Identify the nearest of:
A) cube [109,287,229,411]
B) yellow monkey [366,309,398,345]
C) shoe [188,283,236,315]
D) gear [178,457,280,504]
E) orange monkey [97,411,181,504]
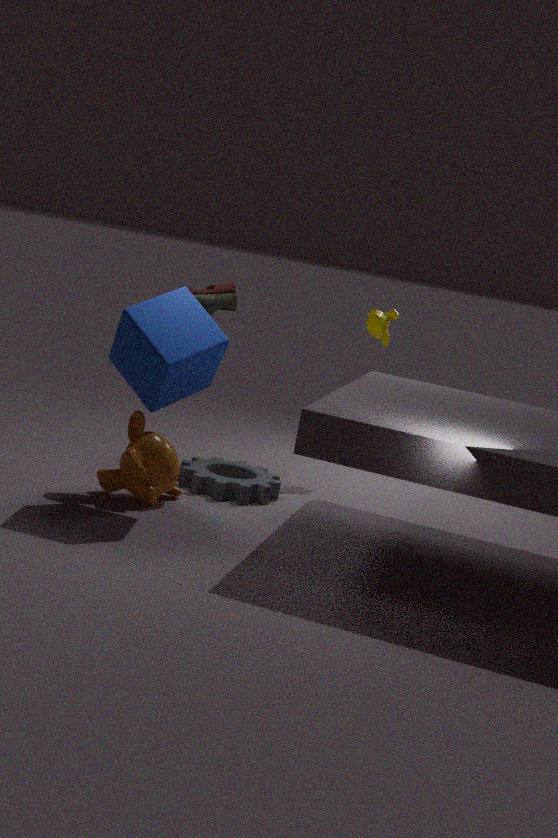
cube [109,287,229,411]
